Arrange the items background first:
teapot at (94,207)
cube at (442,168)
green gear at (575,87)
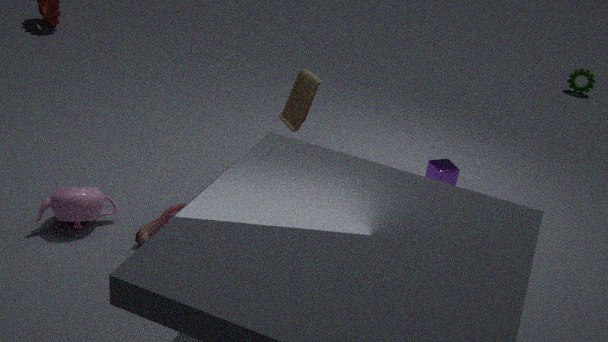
green gear at (575,87)
cube at (442,168)
teapot at (94,207)
